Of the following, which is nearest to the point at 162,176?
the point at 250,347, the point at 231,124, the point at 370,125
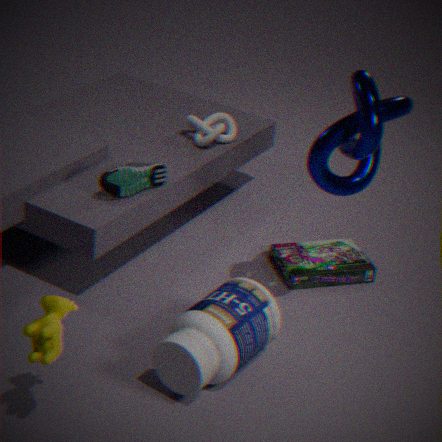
the point at 231,124
